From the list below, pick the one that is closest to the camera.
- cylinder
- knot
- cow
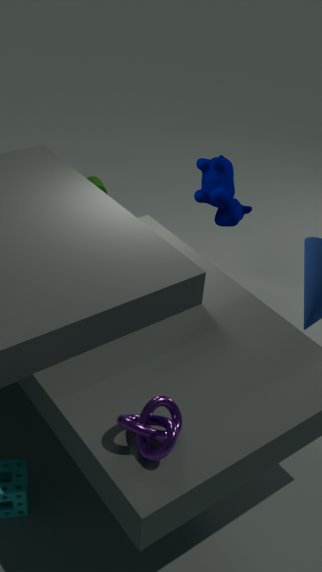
knot
